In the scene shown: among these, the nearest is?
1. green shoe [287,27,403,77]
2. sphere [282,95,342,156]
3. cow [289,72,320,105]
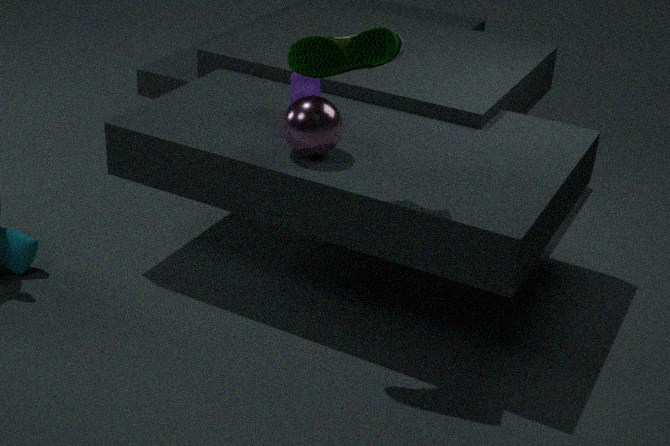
green shoe [287,27,403,77]
